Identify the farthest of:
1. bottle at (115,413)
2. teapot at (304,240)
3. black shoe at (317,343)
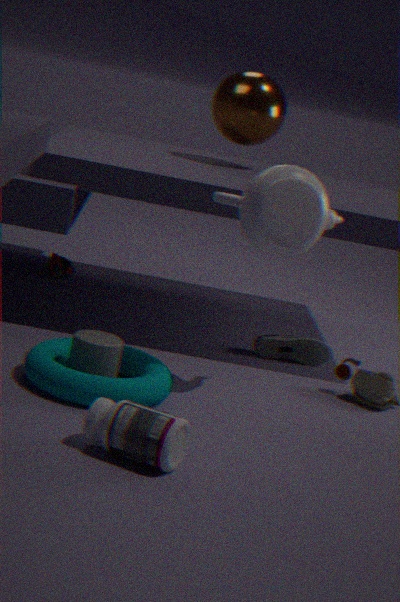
black shoe at (317,343)
